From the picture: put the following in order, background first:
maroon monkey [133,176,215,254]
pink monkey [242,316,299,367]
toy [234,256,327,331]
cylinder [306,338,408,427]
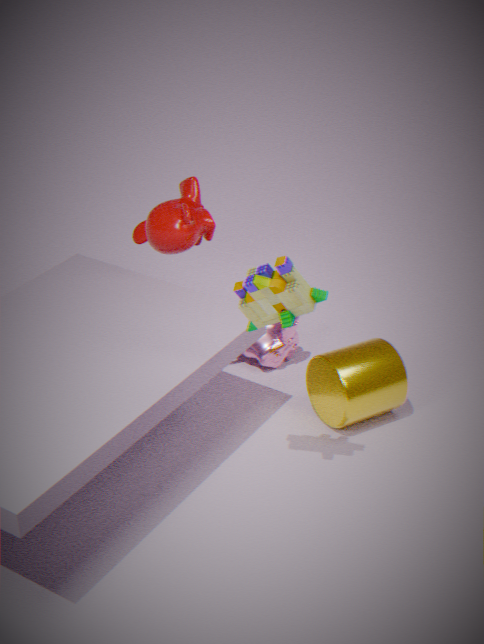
pink monkey [242,316,299,367]
maroon monkey [133,176,215,254]
cylinder [306,338,408,427]
toy [234,256,327,331]
